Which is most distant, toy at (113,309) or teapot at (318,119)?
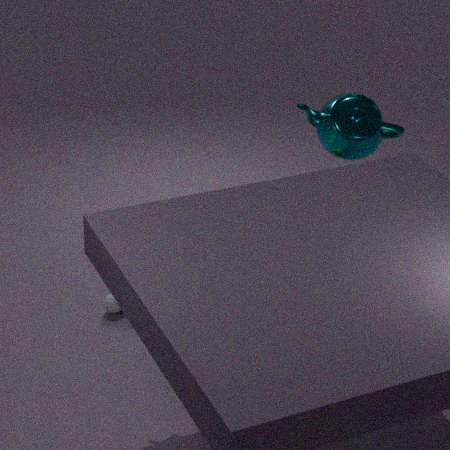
toy at (113,309)
